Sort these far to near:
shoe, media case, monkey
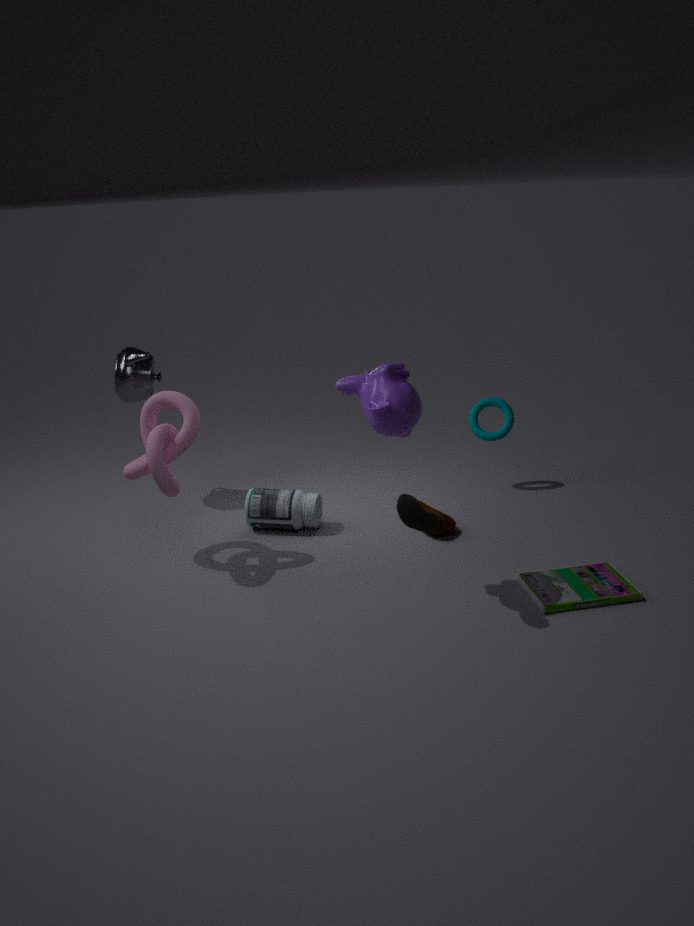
shoe, media case, monkey
